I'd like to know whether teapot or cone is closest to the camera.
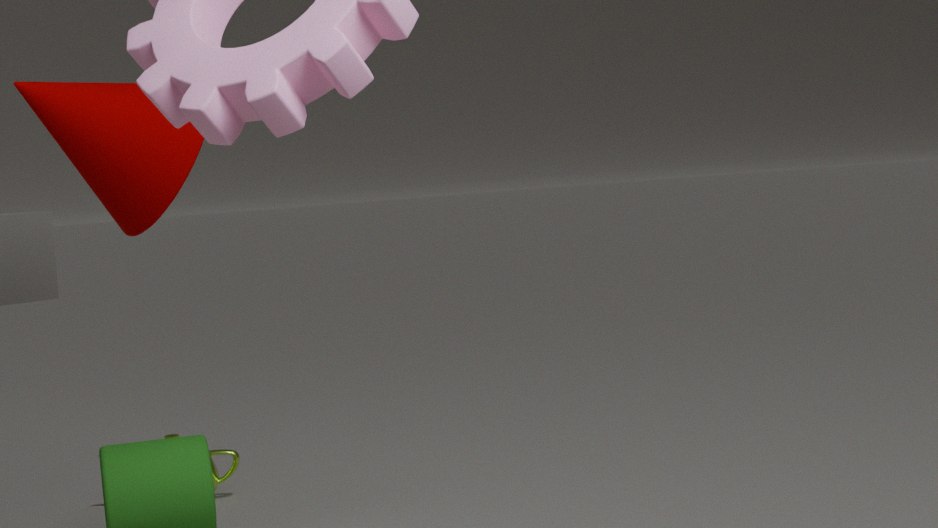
cone
